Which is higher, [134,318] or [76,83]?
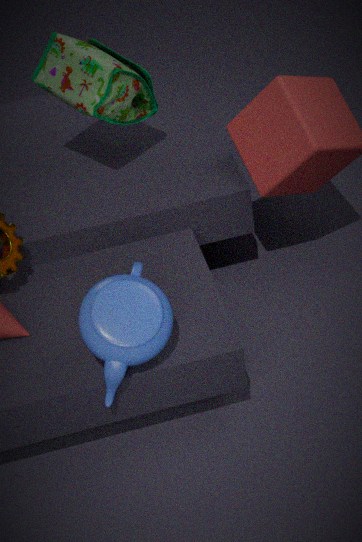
[76,83]
